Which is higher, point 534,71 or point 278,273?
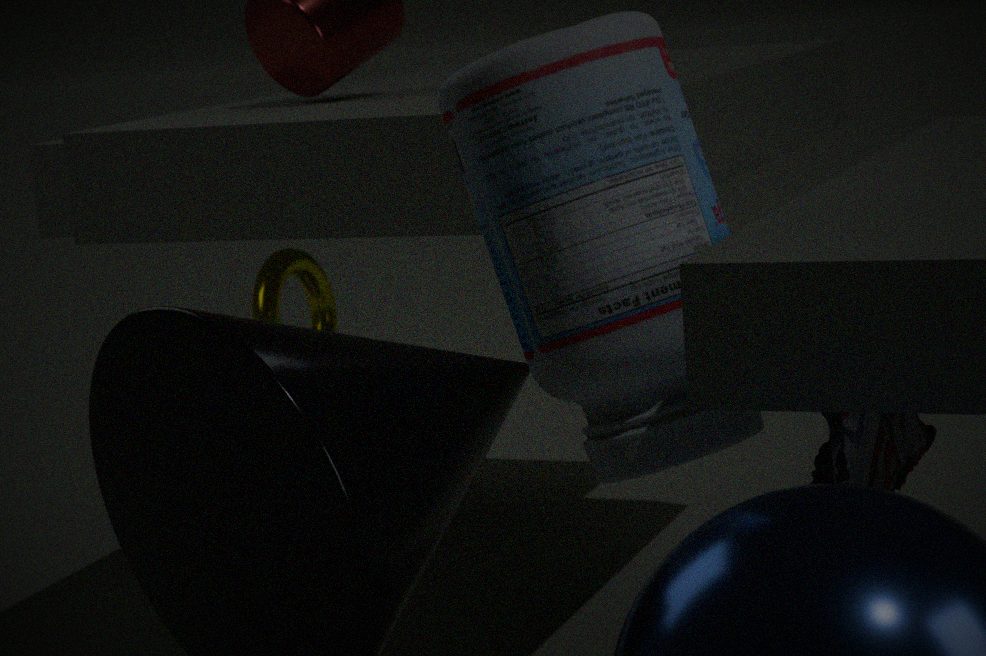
point 534,71
